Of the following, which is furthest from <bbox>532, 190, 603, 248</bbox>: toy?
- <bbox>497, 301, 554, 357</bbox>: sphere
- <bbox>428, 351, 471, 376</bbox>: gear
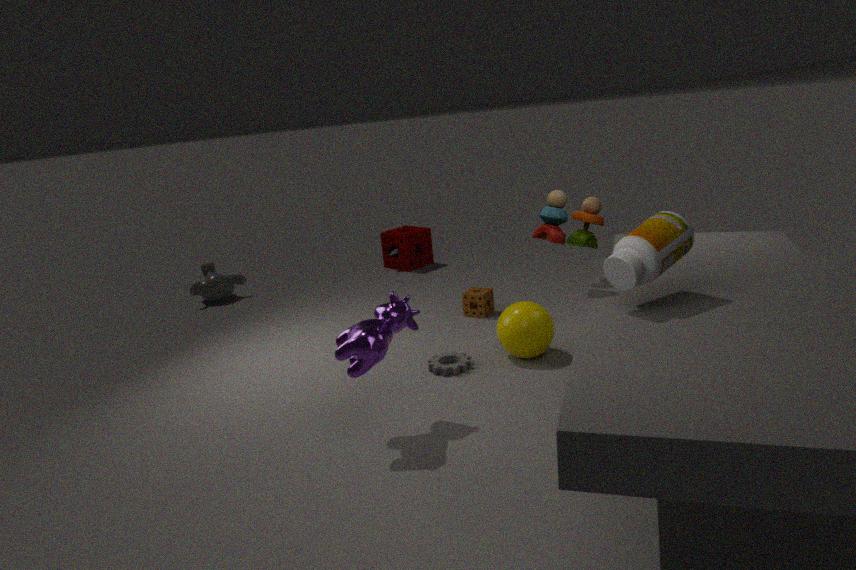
<bbox>428, 351, 471, 376</bbox>: gear
